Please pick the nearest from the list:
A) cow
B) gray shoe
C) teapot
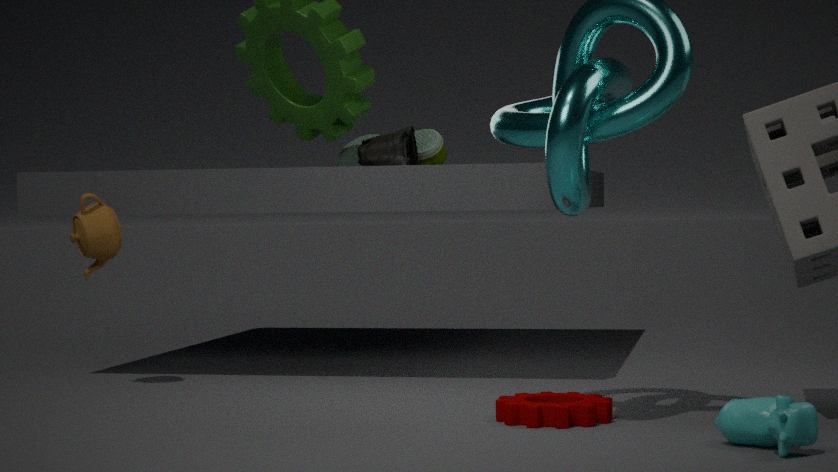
cow
